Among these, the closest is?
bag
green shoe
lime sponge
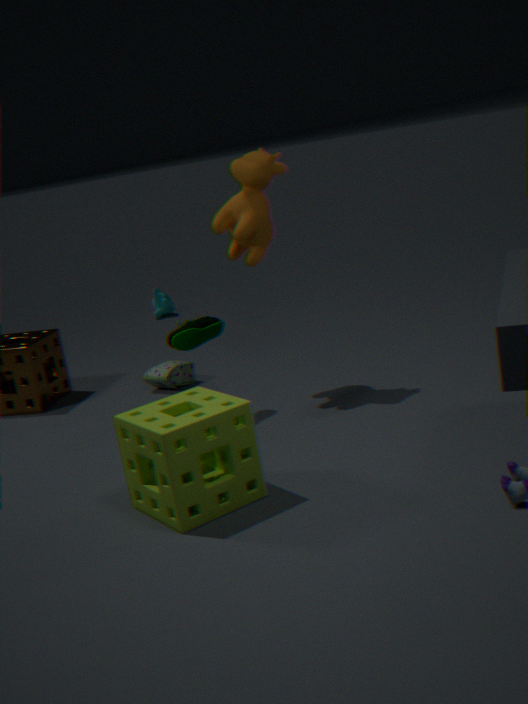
lime sponge
